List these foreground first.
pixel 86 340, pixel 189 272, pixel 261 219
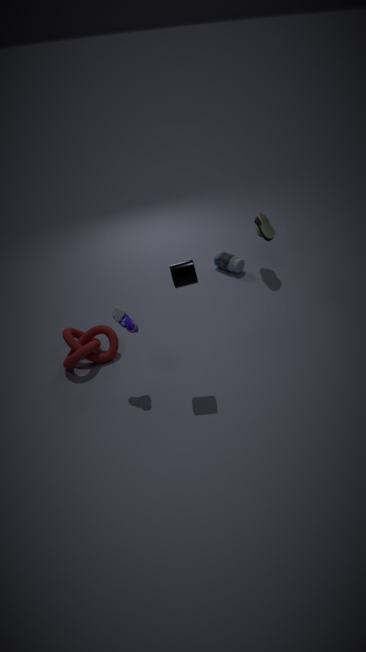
pixel 189 272
pixel 86 340
pixel 261 219
